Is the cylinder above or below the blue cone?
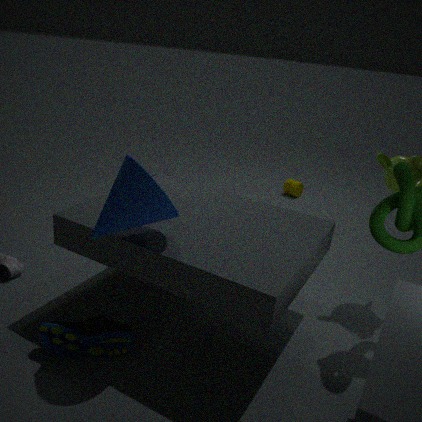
below
